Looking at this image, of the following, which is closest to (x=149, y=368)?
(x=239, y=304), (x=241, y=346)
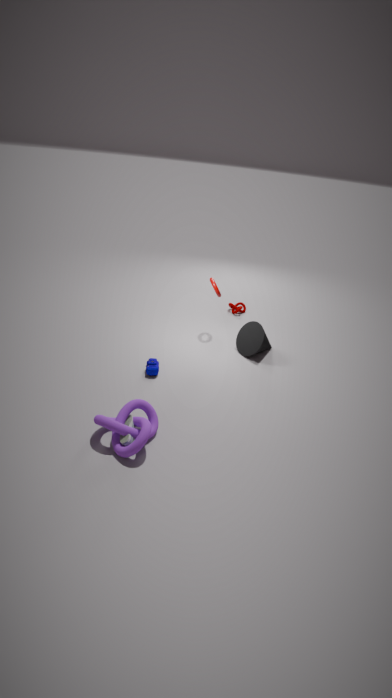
(x=241, y=346)
